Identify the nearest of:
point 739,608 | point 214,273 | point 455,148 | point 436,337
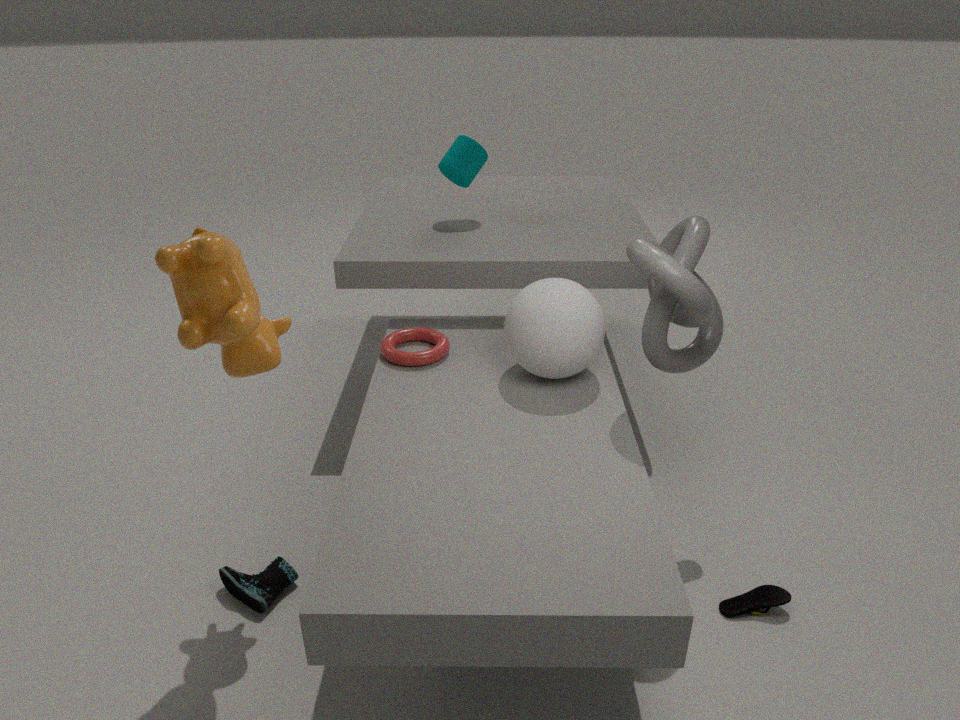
point 214,273
